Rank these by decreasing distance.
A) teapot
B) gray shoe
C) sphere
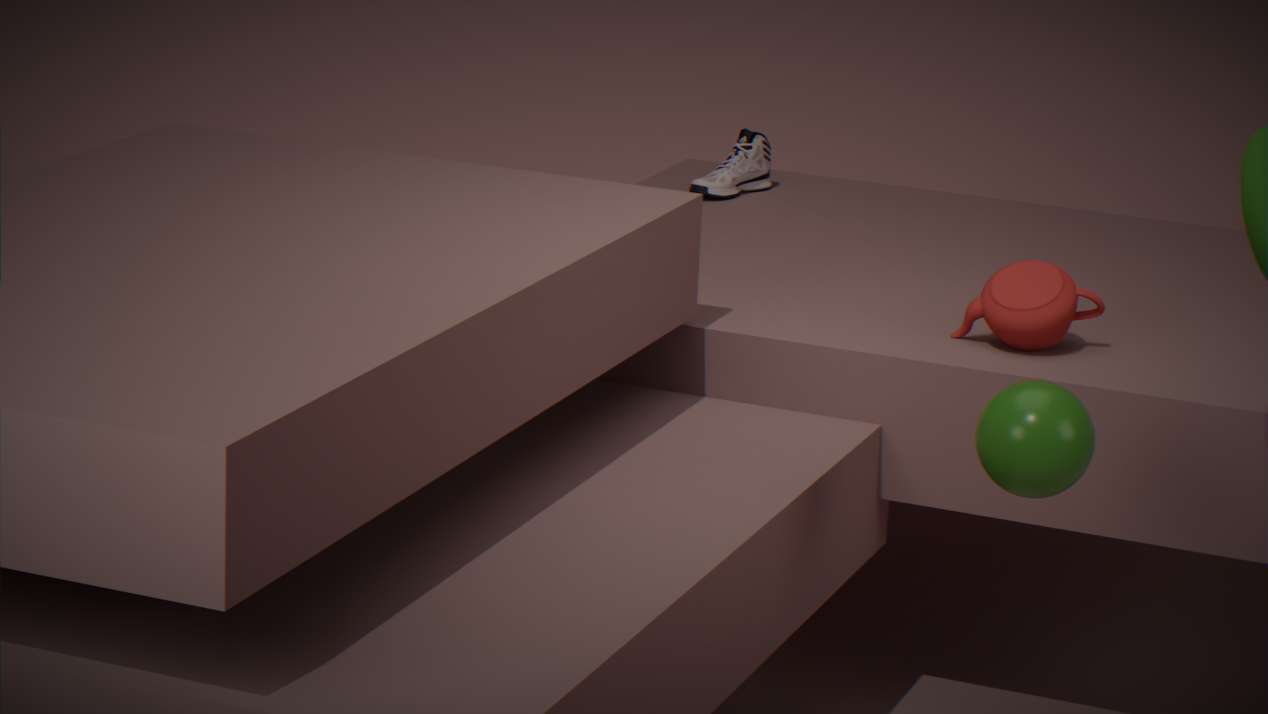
gray shoe, teapot, sphere
